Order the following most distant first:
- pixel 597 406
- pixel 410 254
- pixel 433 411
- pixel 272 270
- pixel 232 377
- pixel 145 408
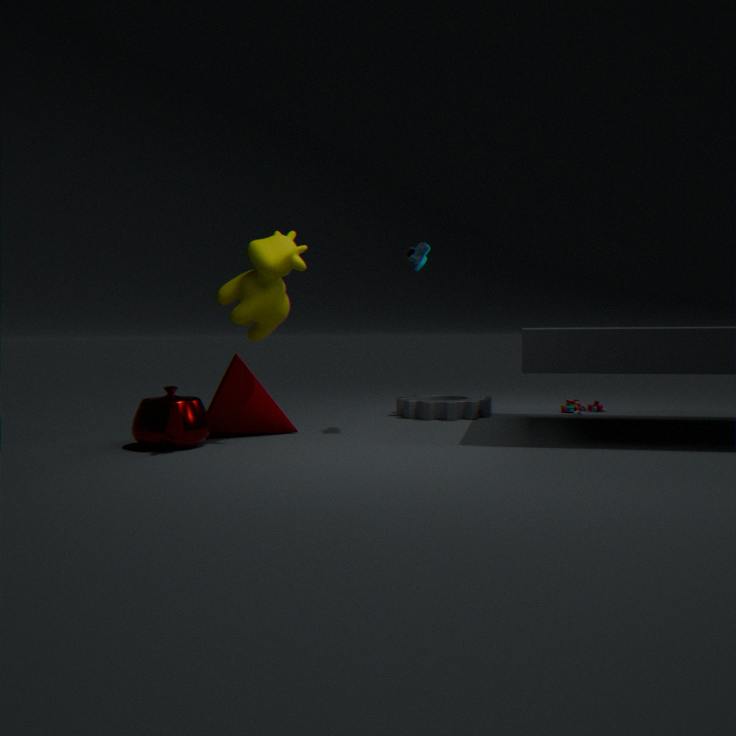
pixel 597 406
pixel 433 411
pixel 410 254
pixel 232 377
pixel 145 408
pixel 272 270
